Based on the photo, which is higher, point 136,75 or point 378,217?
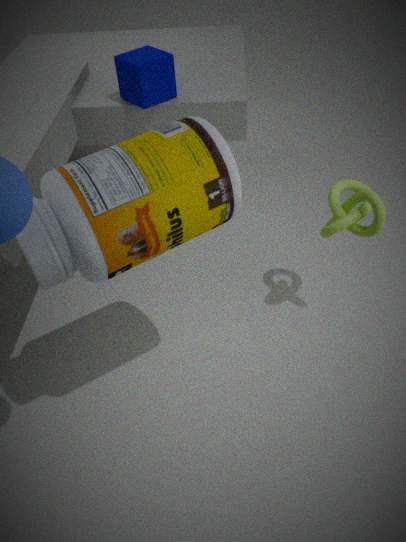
point 136,75
